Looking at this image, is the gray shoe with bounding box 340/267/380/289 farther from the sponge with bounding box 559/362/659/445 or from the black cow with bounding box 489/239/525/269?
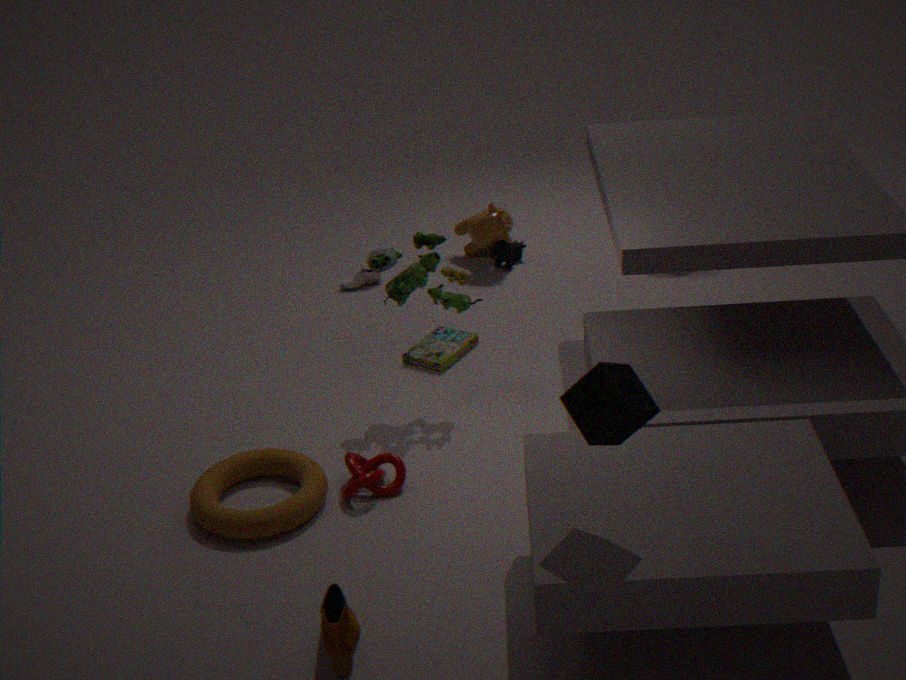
the sponge with bounding box 559/362/659/445
